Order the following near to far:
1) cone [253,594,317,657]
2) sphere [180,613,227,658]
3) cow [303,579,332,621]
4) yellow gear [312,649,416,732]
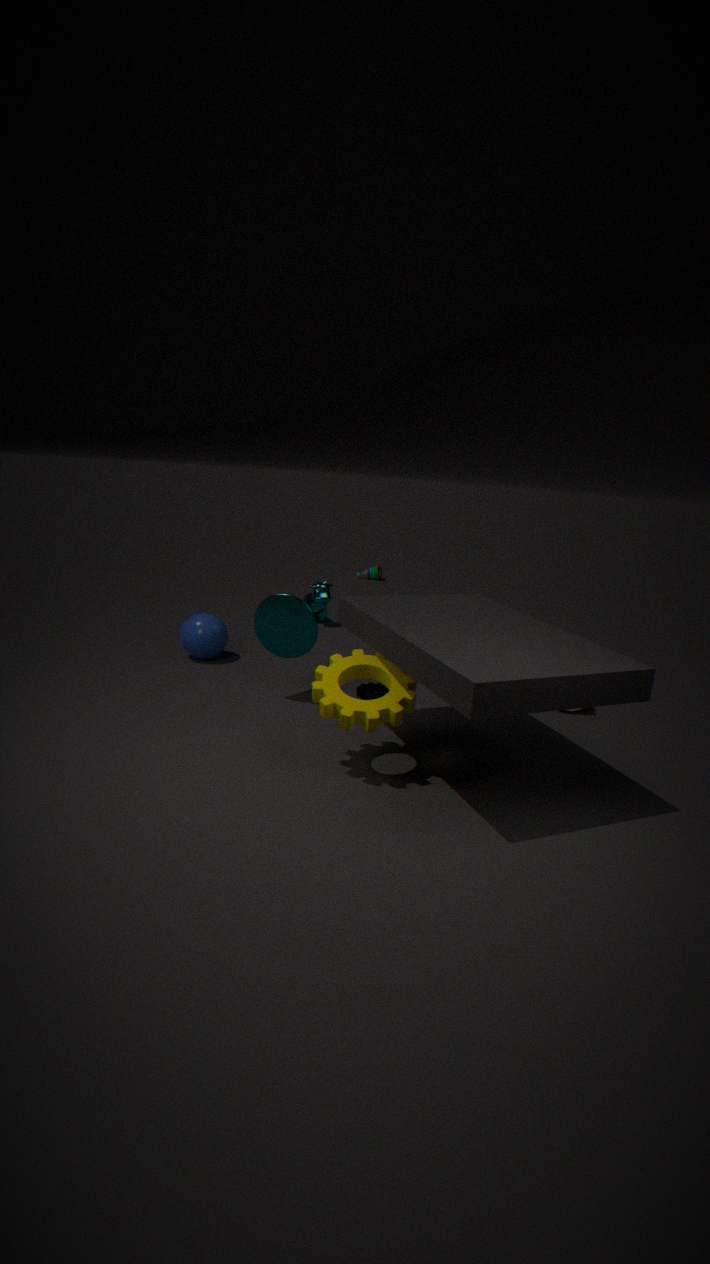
4. yellow gear [312,649,416,732] < 1. cone [253,594,317,657] < 2. sphere [180,613,227,658] < 3. cow [303,579,332,621]
